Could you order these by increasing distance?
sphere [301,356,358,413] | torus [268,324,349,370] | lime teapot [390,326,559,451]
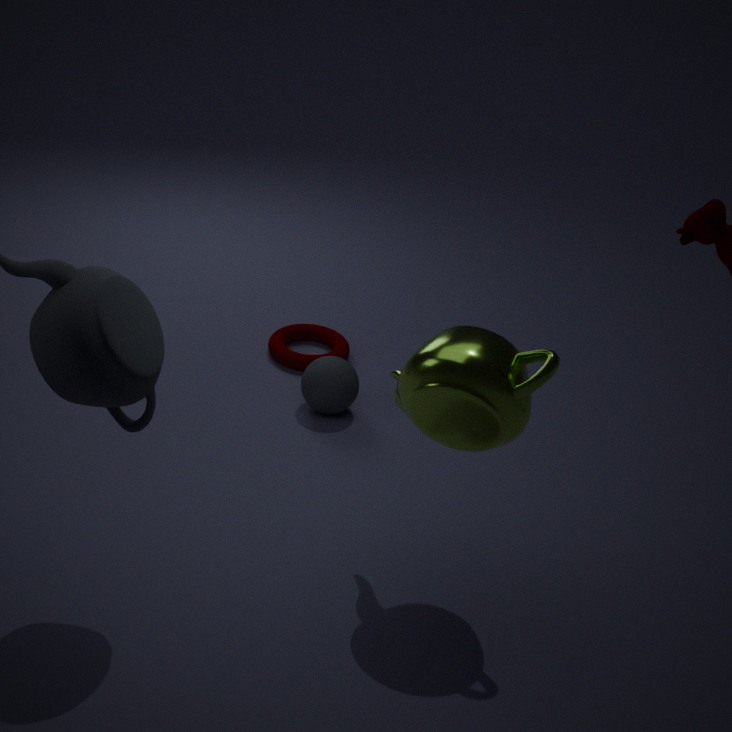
lime teapot [390,326,559,451] → sphere [301,356,358,413] → torus [268,324,349,370]
